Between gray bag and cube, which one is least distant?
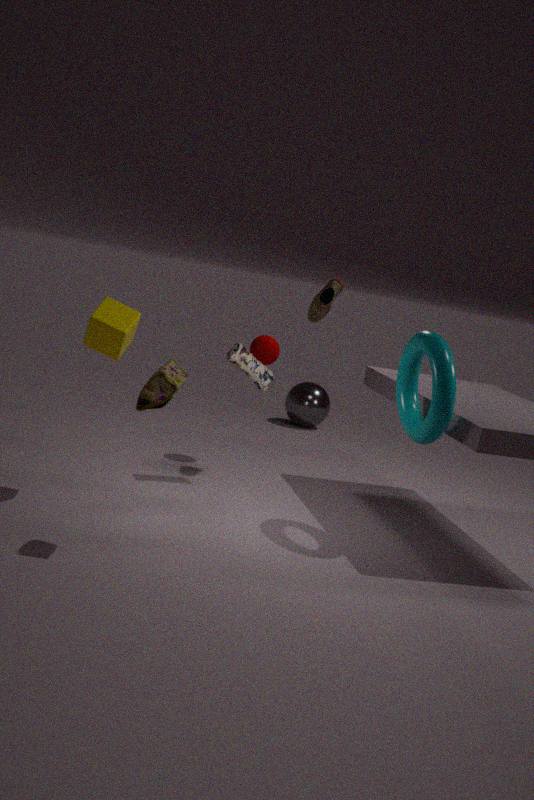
cube
